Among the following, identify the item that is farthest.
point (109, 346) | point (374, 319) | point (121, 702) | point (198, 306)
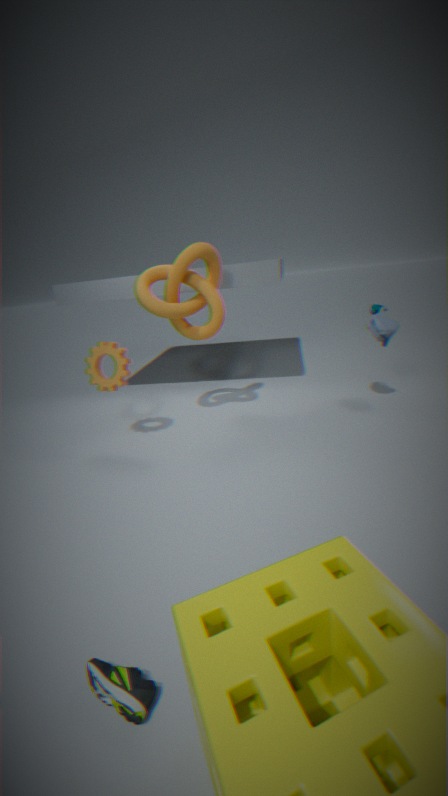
point (374, 319)
